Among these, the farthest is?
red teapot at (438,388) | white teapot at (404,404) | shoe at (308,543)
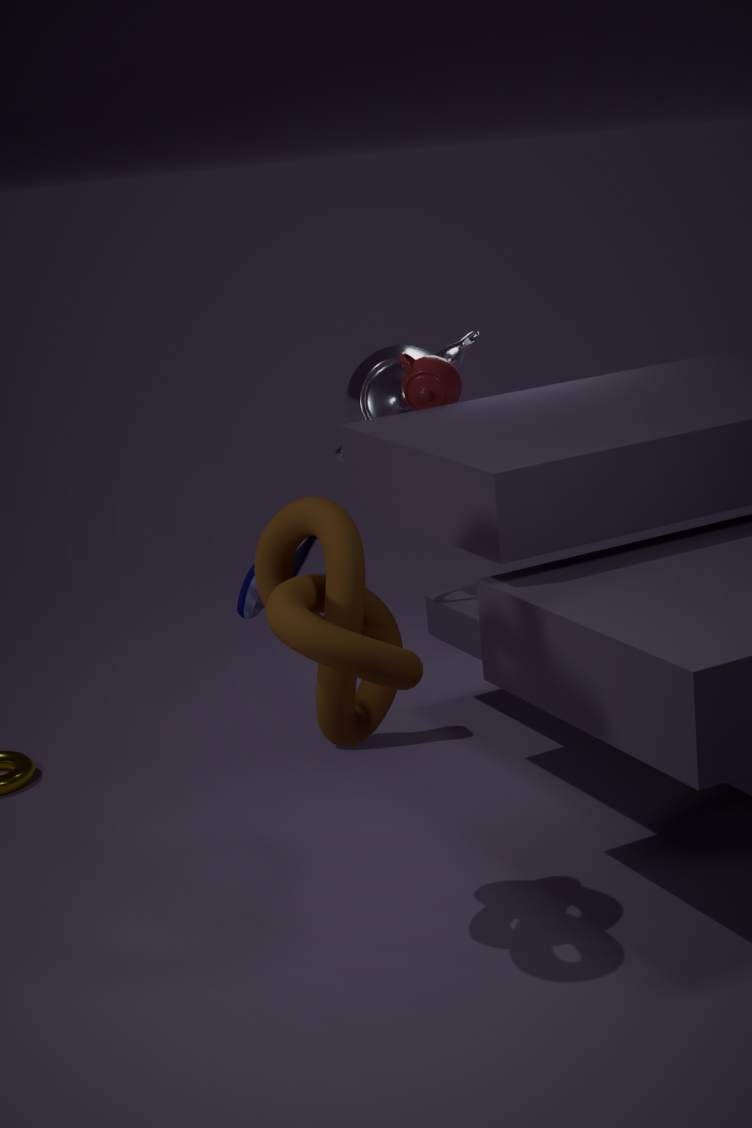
white teapot at (404,404)
